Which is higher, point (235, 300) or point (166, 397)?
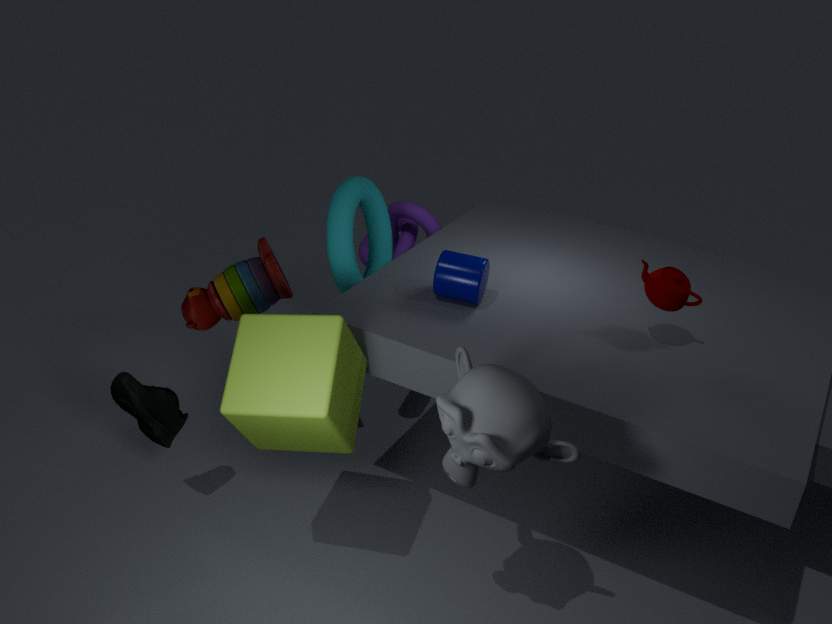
point (235, 300)
